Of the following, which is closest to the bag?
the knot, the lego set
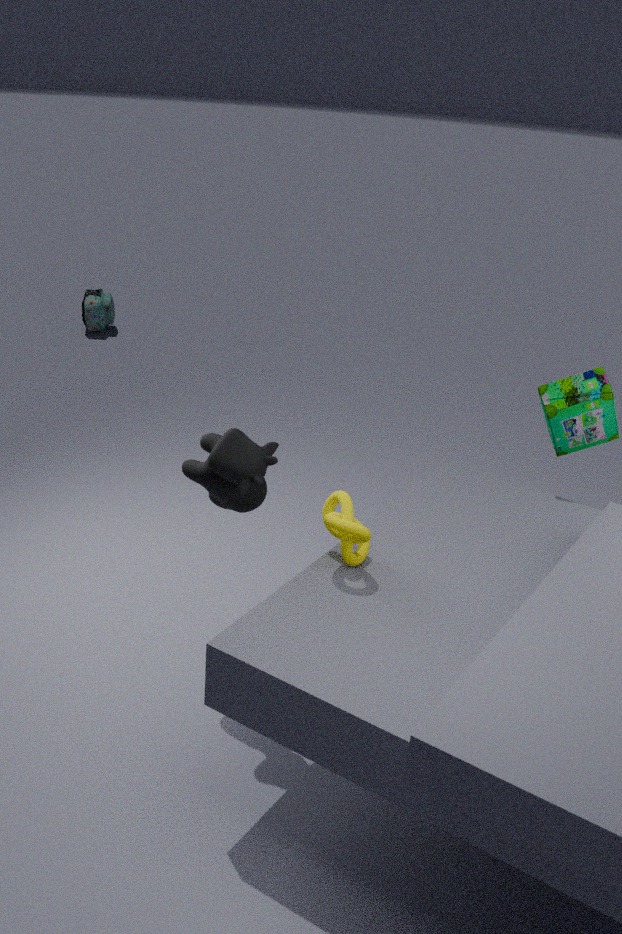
the lego set
